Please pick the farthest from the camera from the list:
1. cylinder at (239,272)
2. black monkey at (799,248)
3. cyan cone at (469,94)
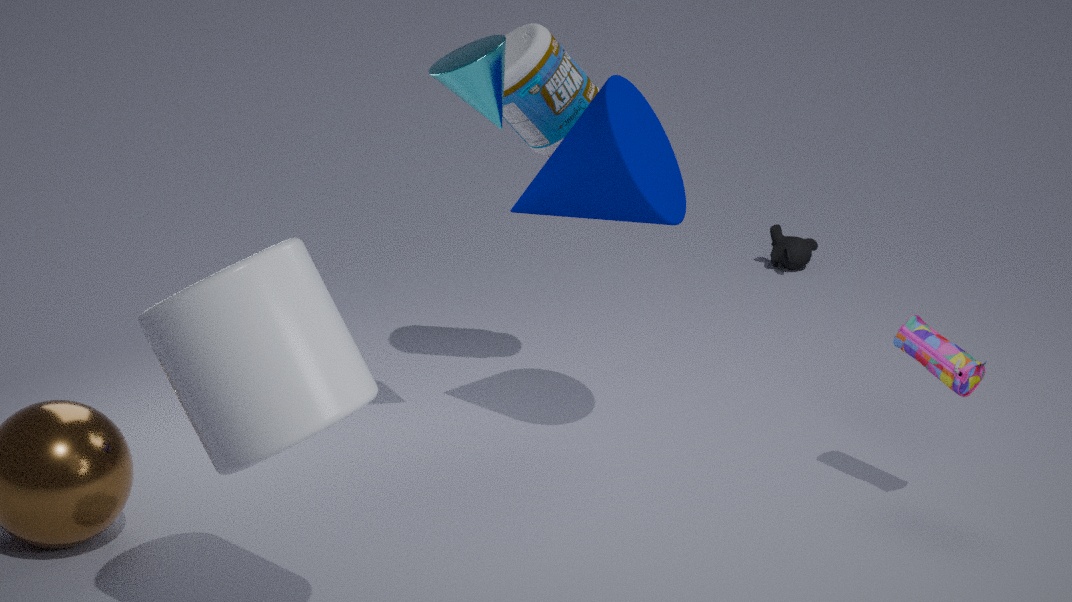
black monkey at (799,248)
